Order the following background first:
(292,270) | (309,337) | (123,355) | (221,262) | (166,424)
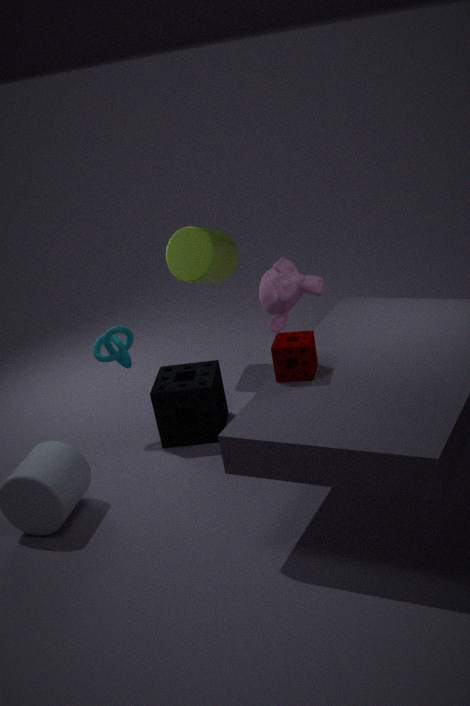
(221,262)
(292,270)
(123,355)
(166,424)
(309,337)
